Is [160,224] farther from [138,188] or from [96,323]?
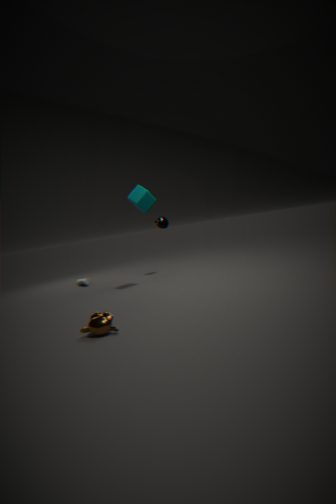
[96,323]
